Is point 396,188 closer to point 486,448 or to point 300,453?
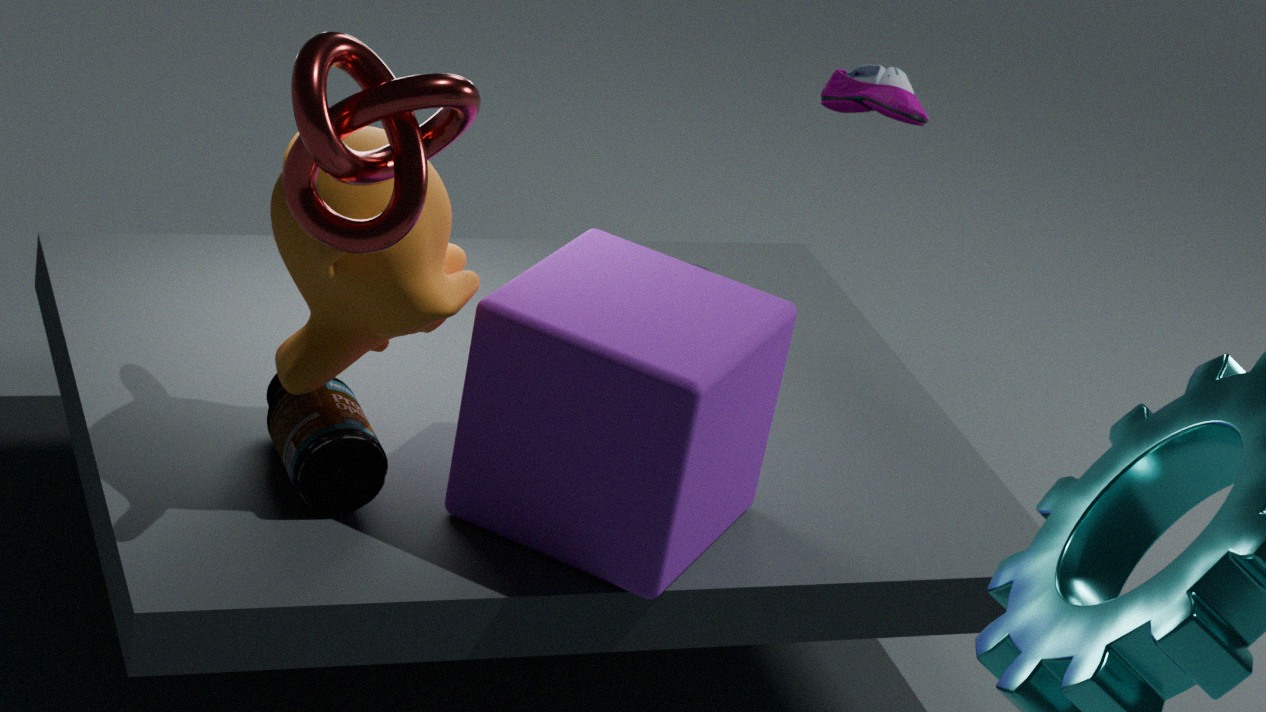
point 300,453
